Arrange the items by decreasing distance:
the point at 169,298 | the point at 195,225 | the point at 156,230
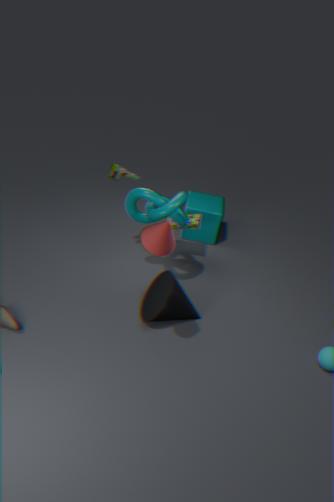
the point at 195,225, the point at 169,298, the point at 156,230
